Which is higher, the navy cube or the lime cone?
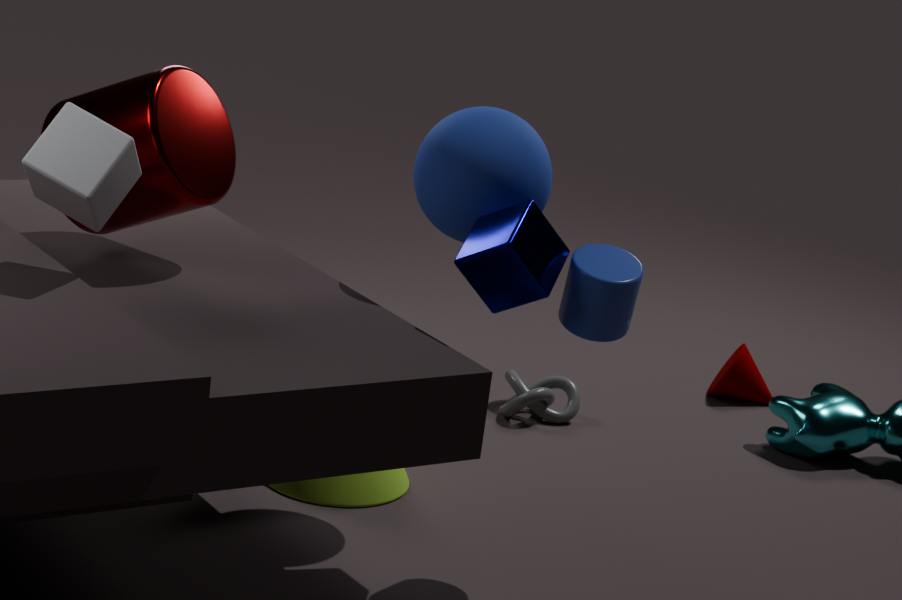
the navy cube
